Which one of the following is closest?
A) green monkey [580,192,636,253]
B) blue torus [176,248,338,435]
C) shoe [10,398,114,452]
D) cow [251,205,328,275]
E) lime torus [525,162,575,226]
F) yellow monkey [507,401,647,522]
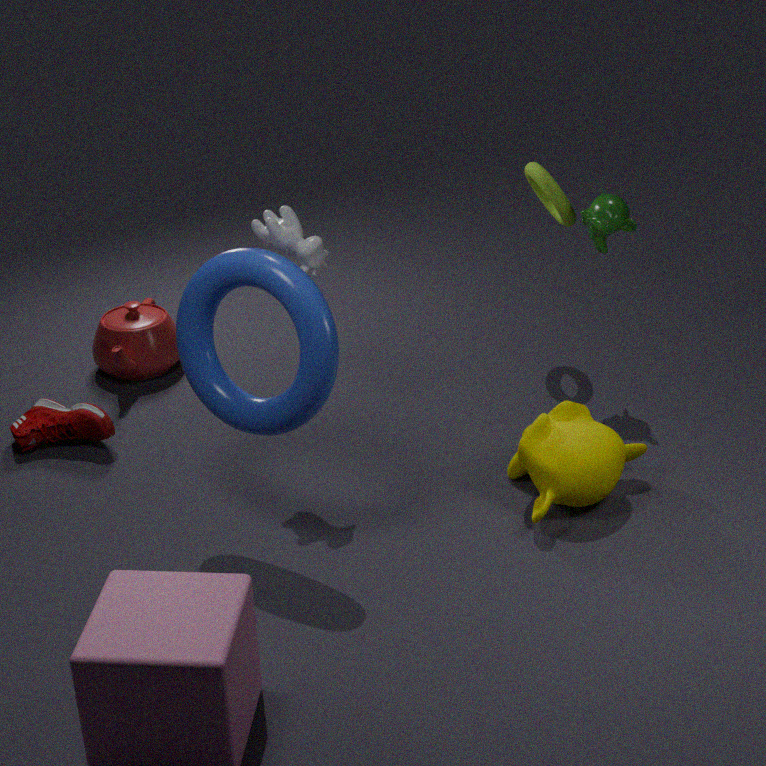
blue torus [176,248,338,435]
